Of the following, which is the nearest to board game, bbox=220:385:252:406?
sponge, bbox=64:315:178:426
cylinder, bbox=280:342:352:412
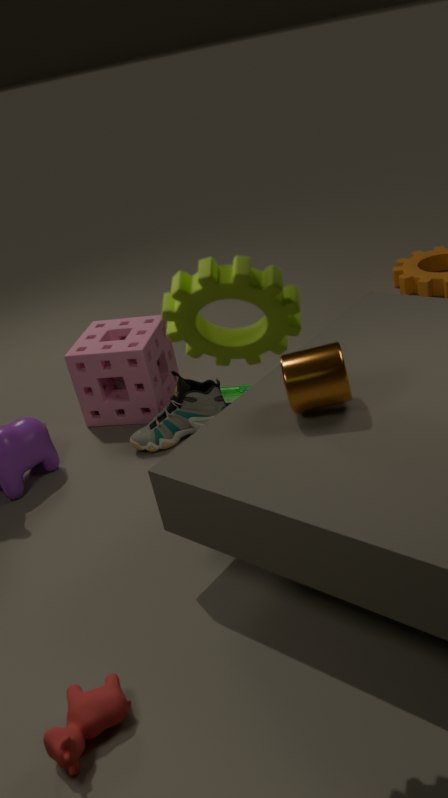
sponge, bbox=64:315:178:426
